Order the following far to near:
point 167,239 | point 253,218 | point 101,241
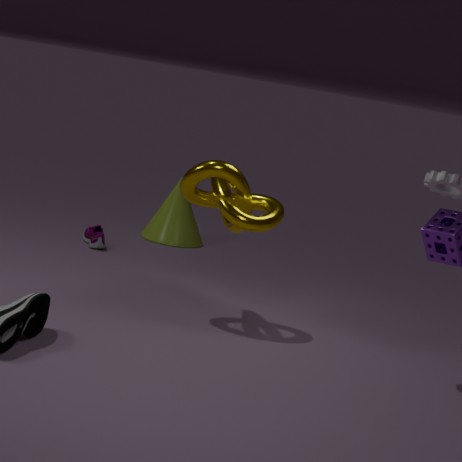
1. point 167,239
2. point 101,241
3. point 253,218
